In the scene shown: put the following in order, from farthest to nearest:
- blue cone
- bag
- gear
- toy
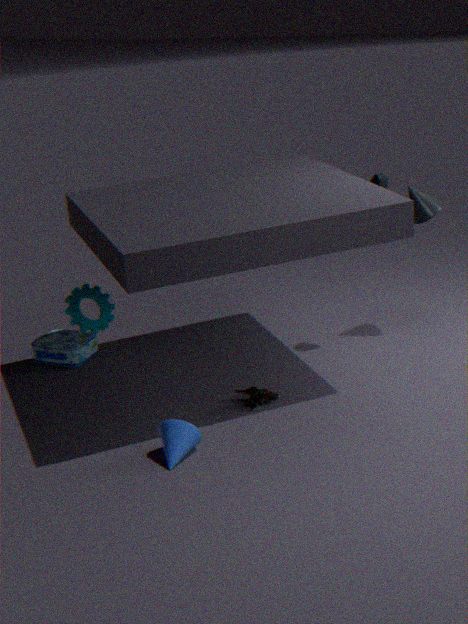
bag < gear < toy < blue cone
